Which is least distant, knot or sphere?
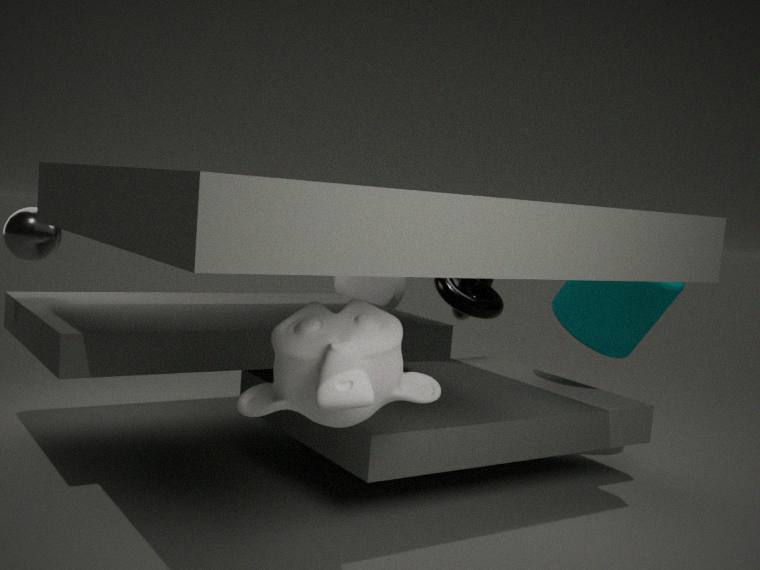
sphere
